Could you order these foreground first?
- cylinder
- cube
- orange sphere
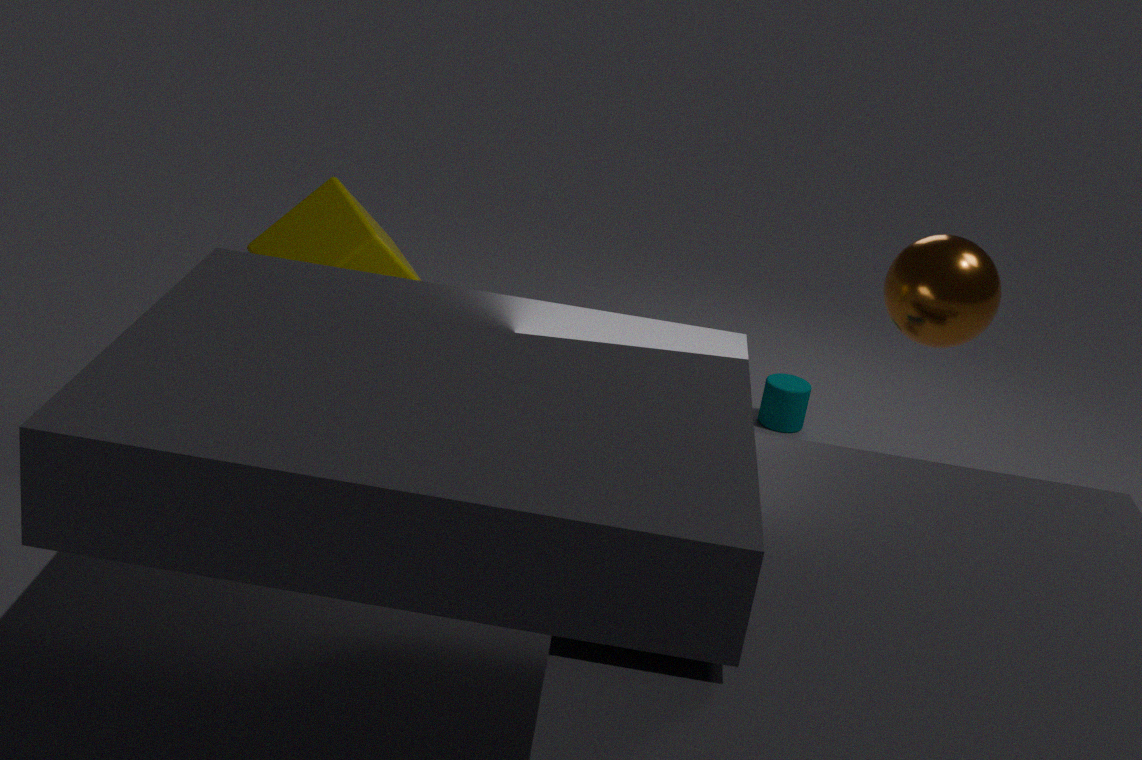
cube, orange sphere, cylinder
